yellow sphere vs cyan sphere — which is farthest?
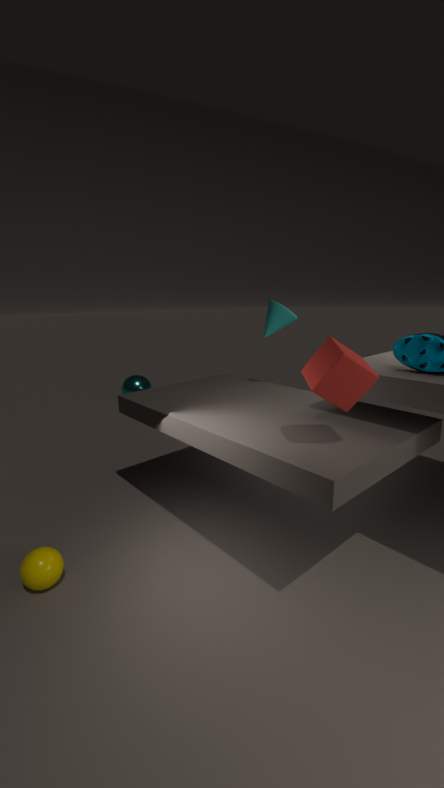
cyan sphere
